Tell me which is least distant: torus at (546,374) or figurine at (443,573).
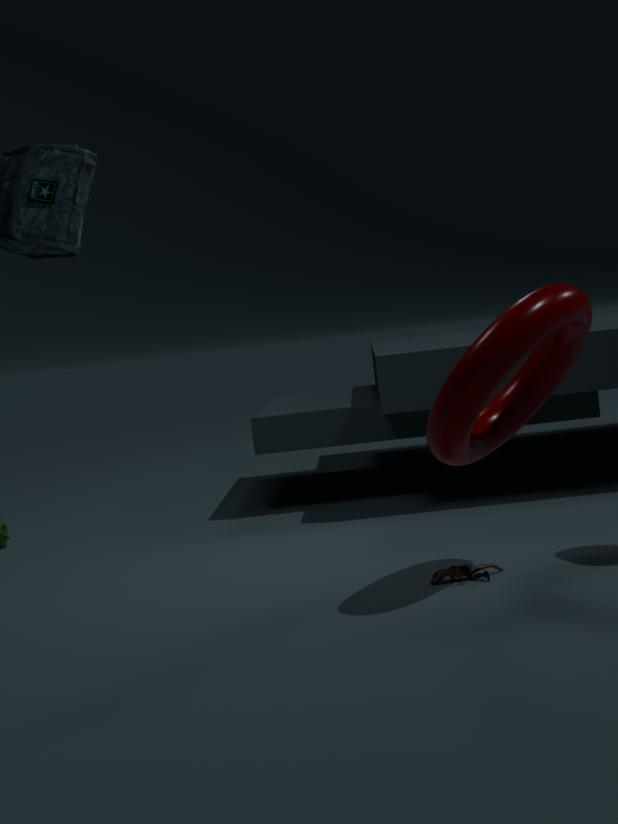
torus at (546,374)
